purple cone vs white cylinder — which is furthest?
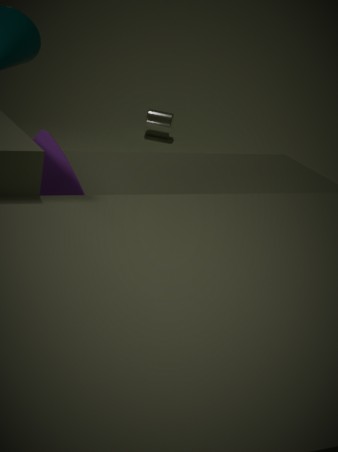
white cylinder
